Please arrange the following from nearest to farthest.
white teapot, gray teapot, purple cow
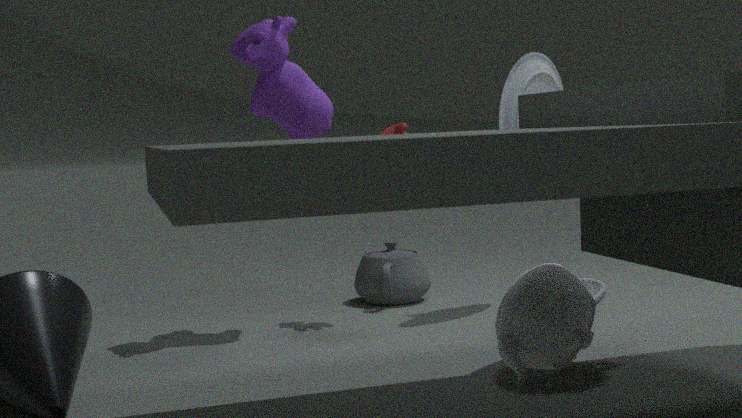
1. white teapot
2. purple cow
3. gray teapot
